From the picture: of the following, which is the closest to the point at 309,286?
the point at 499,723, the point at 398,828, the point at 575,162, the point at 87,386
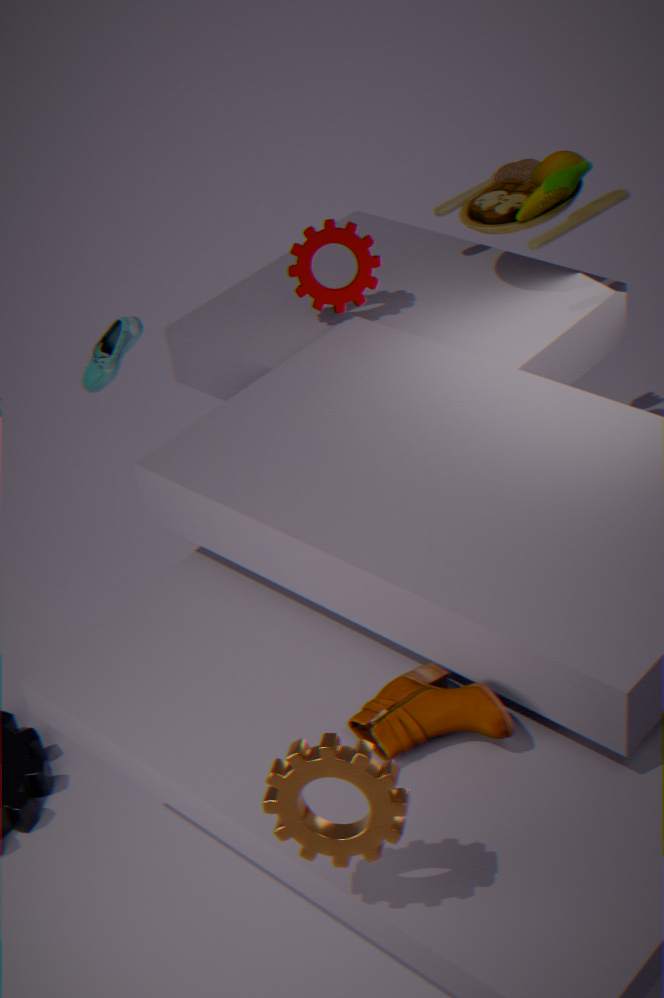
the point at 575,162
